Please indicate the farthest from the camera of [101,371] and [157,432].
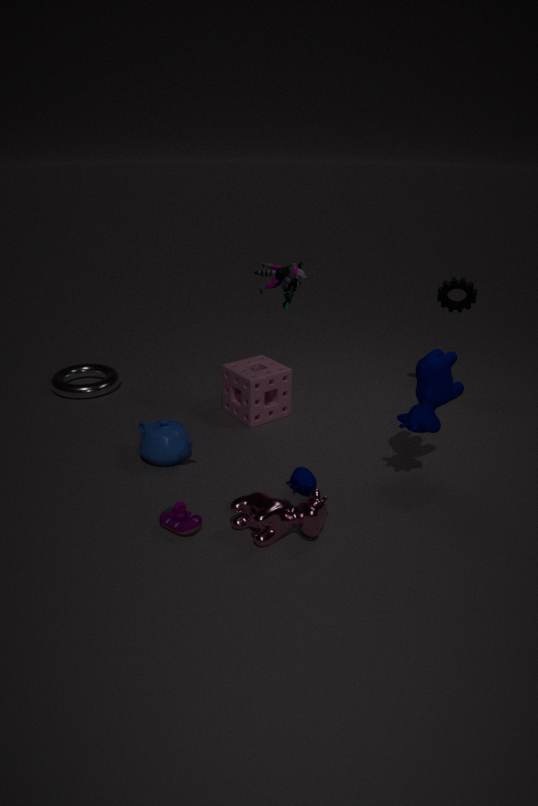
[101,371]
